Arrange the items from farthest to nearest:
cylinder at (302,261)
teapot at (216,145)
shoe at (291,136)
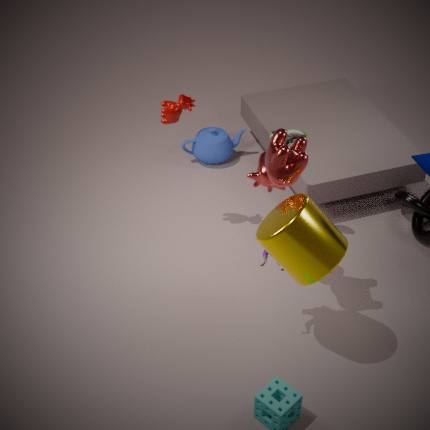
teapot at (216,145) → shoe at (291,136) → cylinder at (302,261)
